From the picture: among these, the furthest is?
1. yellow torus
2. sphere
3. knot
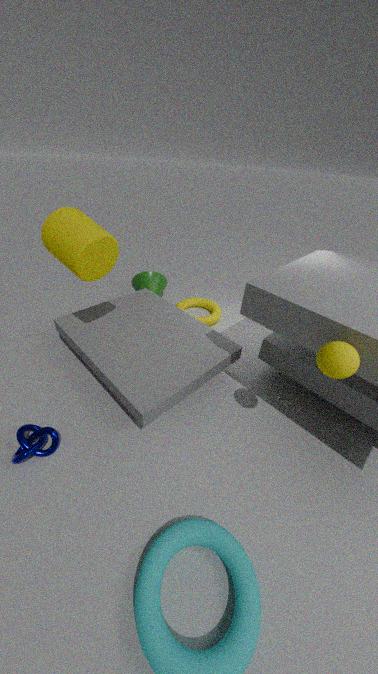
yellow torus
